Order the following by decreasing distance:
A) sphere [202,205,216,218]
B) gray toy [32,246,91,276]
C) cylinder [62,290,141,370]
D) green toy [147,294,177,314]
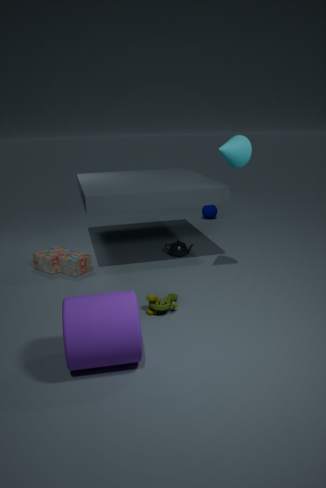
sphere [202,205,216,218] < gray toy [32,246,91,276] < green toy [147,294,177,314] < cylinder [62,290,141,370]
